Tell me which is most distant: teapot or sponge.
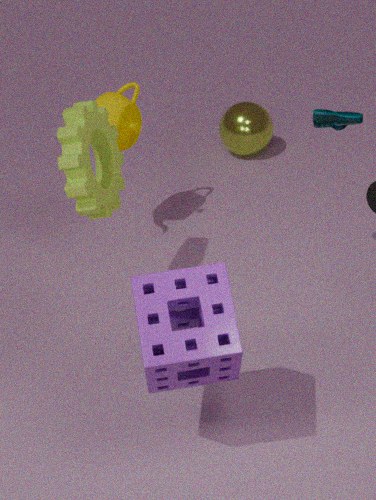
teapot
